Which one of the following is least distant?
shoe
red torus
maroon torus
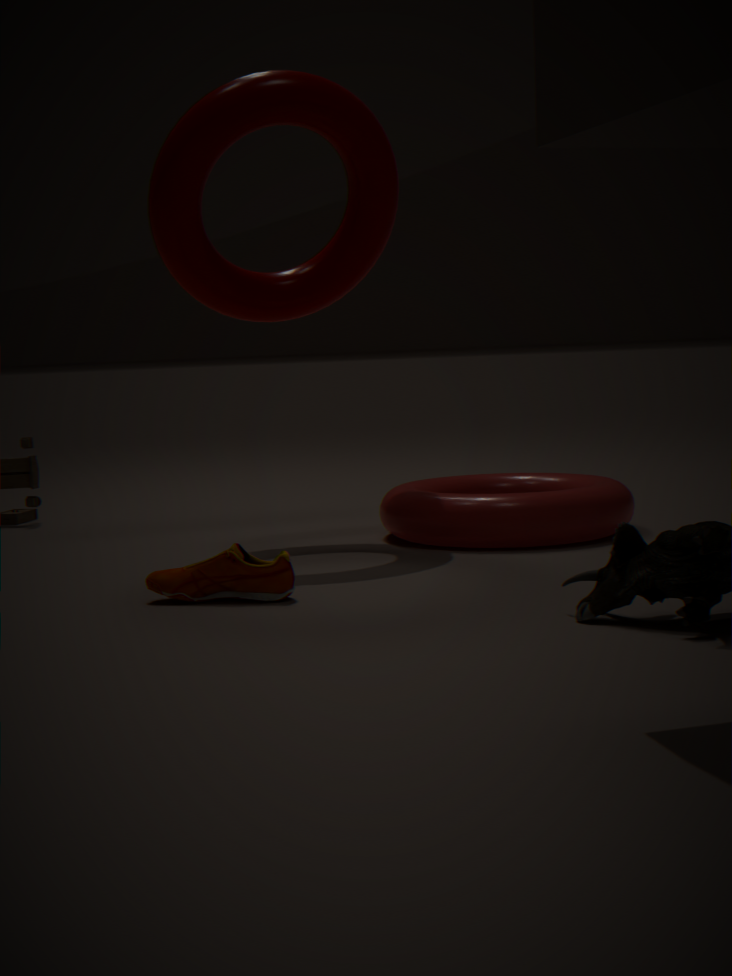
shoe
